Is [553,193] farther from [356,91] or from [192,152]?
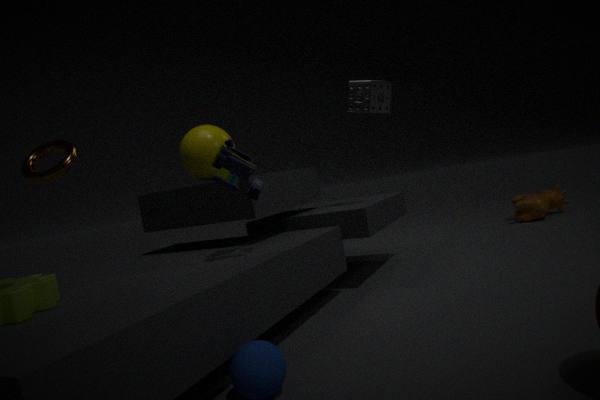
[192,152]
